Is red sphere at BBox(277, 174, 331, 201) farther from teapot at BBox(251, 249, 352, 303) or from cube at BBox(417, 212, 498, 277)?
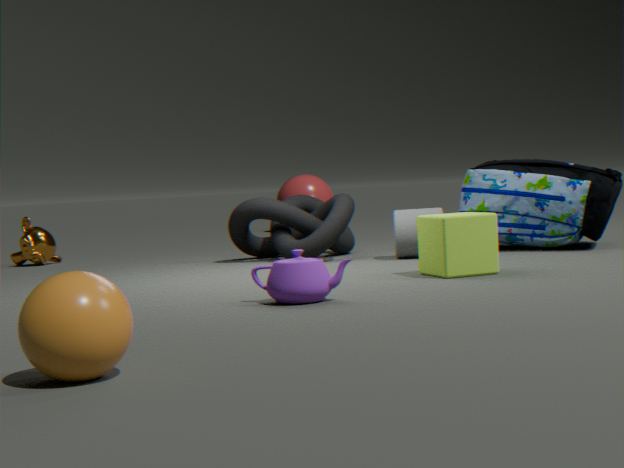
teapot at BBox(251, 249, 352, 303)
